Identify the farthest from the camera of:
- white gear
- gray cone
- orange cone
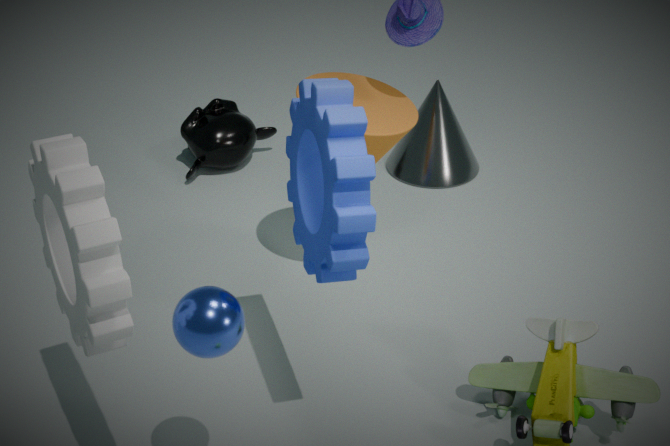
gray cone
